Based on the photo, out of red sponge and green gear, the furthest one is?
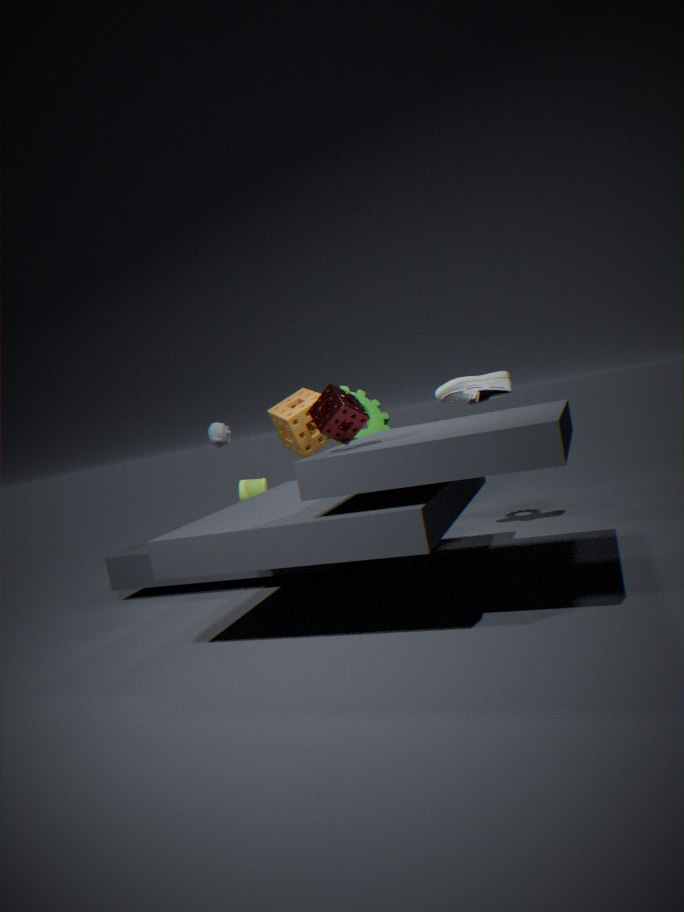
green gear
